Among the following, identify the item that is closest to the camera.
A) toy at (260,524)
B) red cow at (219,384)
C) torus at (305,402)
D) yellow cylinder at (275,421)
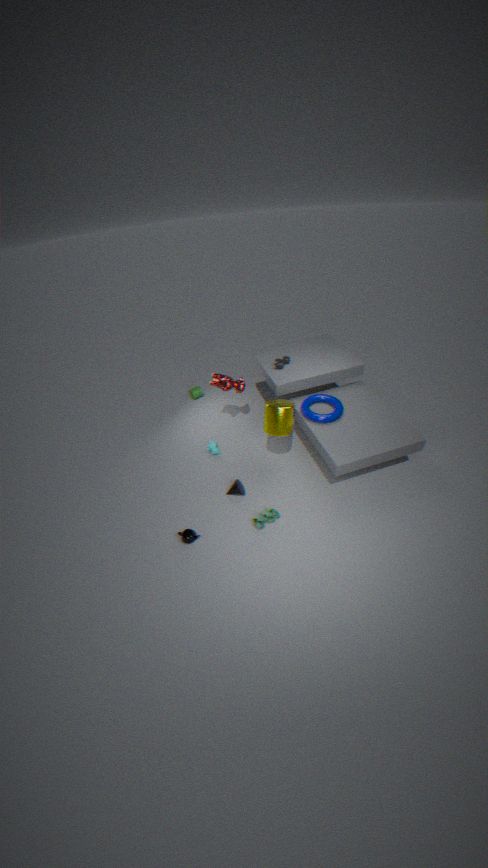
toy at (260,524)
